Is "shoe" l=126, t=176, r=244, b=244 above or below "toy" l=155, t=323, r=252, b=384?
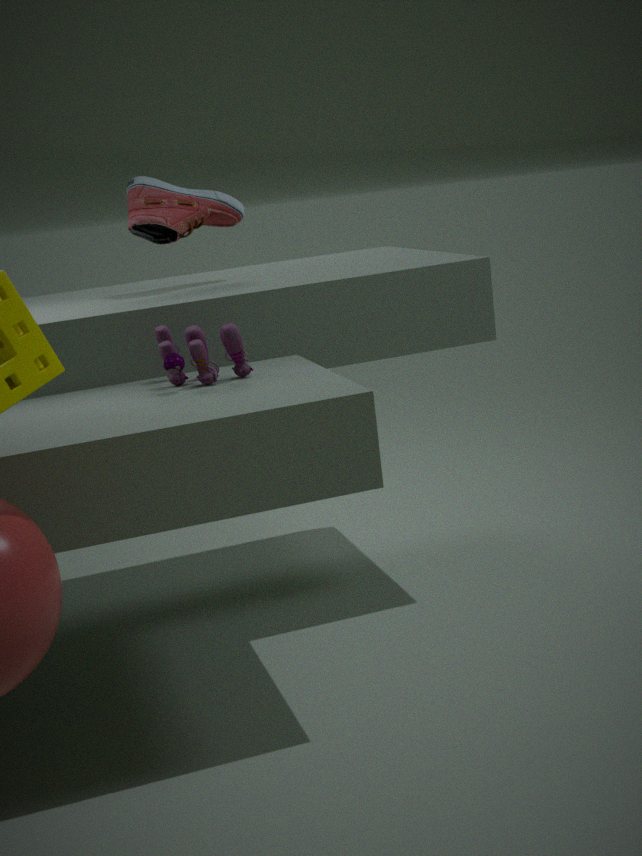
above
